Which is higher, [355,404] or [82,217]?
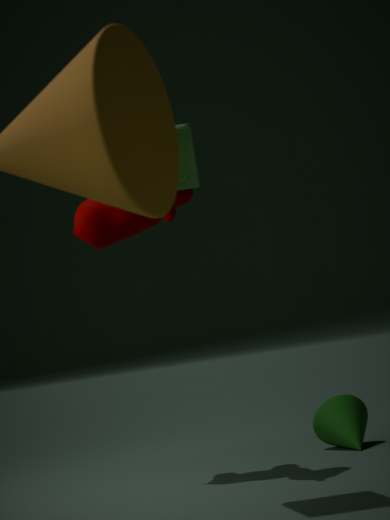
[82,217]
